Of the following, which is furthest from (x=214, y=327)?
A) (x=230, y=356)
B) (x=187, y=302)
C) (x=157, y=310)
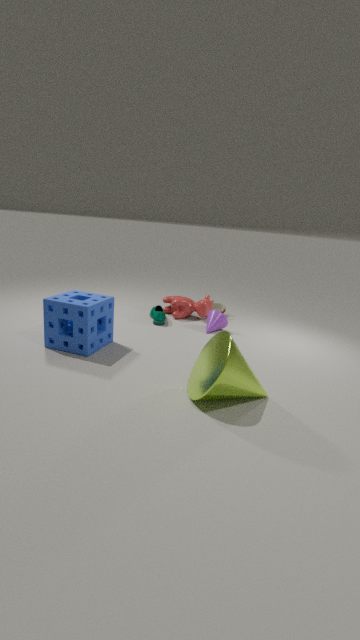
(x=230, y=356)
